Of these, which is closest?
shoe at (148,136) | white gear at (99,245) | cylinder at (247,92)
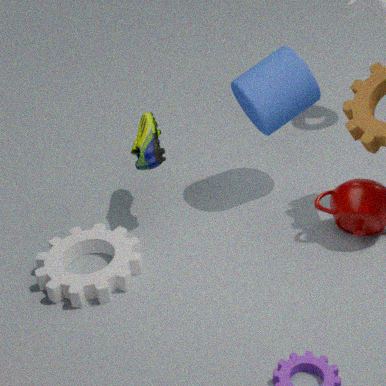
white gear at (99,245)
